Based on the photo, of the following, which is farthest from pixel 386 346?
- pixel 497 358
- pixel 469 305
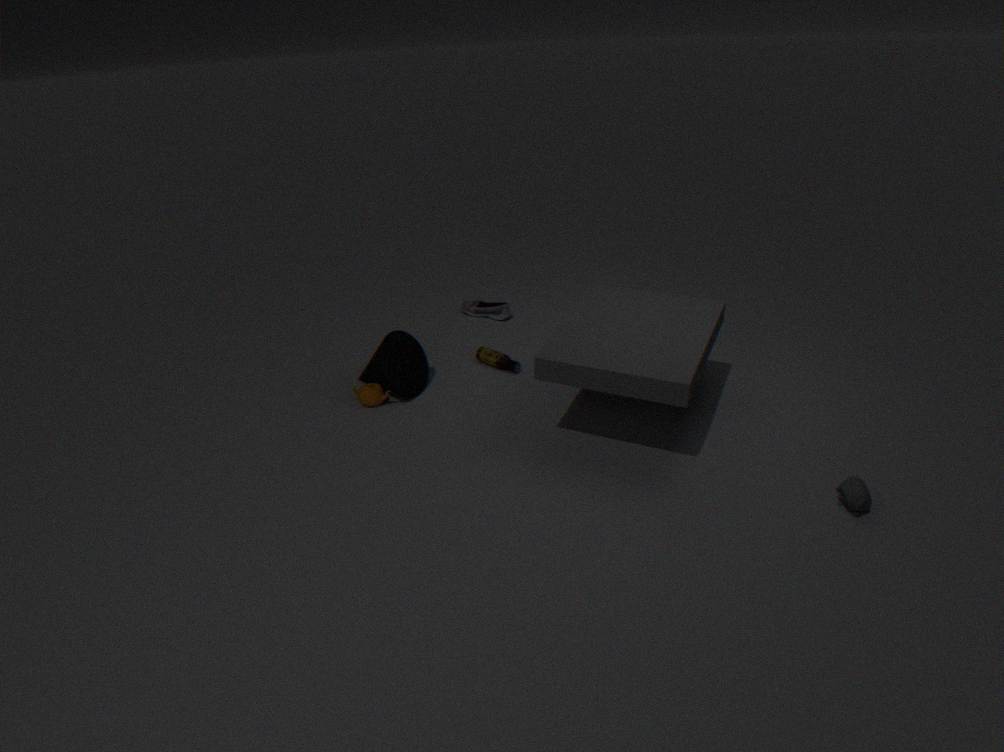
pixel 469 305
